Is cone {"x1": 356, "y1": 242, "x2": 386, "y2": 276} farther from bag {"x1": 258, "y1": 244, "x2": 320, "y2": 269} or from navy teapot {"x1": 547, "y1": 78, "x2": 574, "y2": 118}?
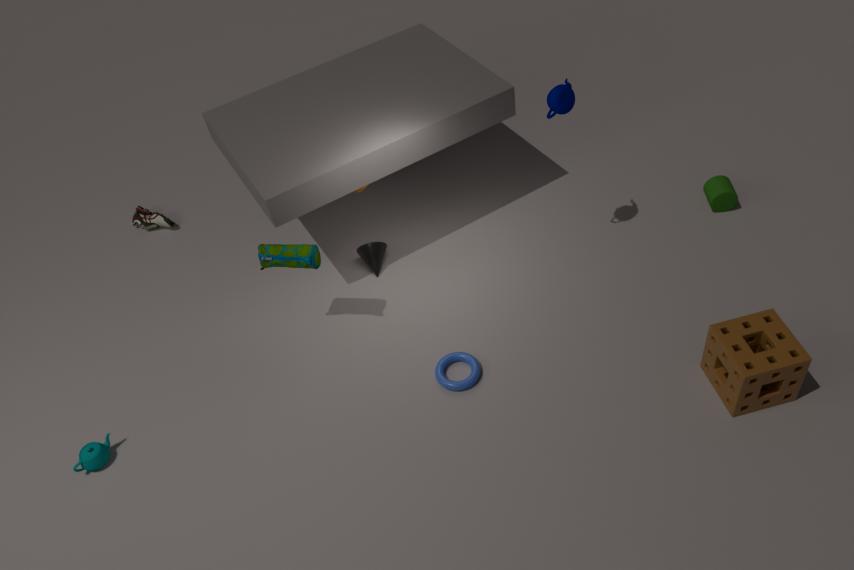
navy teapot {"x1": 547, "y1": 78, "x2": 574, "y2": 118}
